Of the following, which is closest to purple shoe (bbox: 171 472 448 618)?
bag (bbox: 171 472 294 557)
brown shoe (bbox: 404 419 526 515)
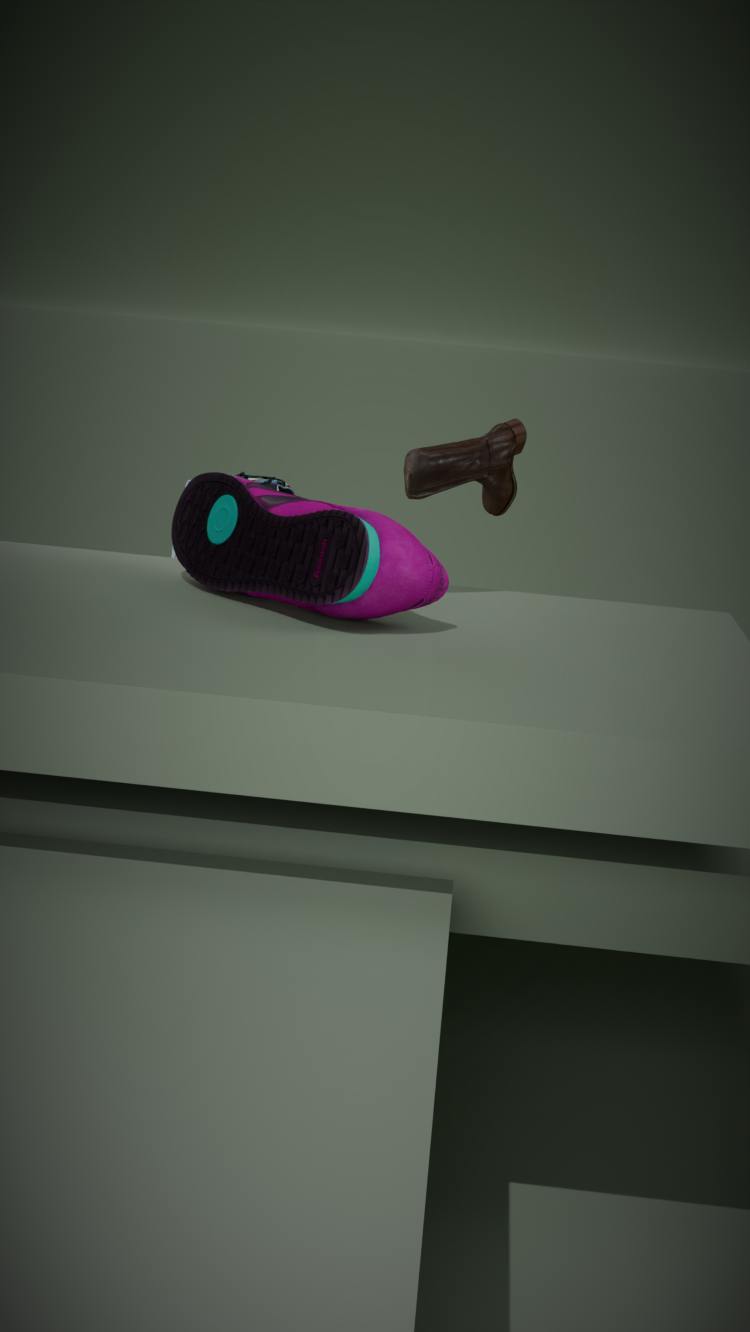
brown shoe (bbox: 404 419 526 515)
